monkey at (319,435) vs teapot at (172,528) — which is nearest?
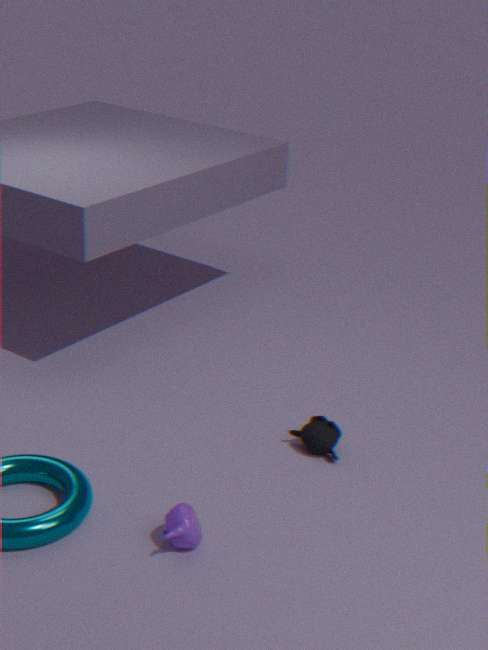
teapot at (172,528)
